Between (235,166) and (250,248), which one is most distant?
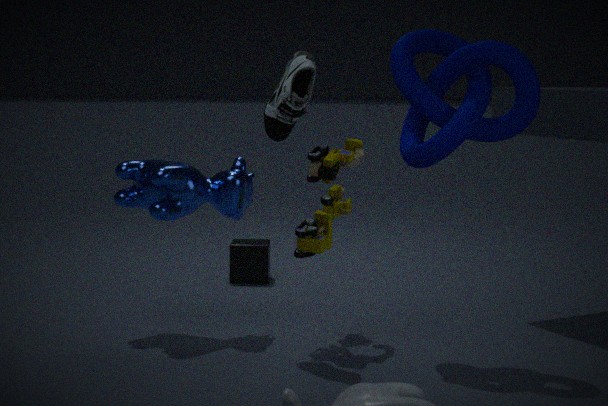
(250,248)
